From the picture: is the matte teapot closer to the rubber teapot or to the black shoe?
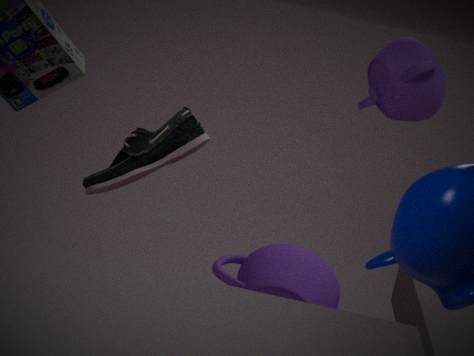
the black shoe
